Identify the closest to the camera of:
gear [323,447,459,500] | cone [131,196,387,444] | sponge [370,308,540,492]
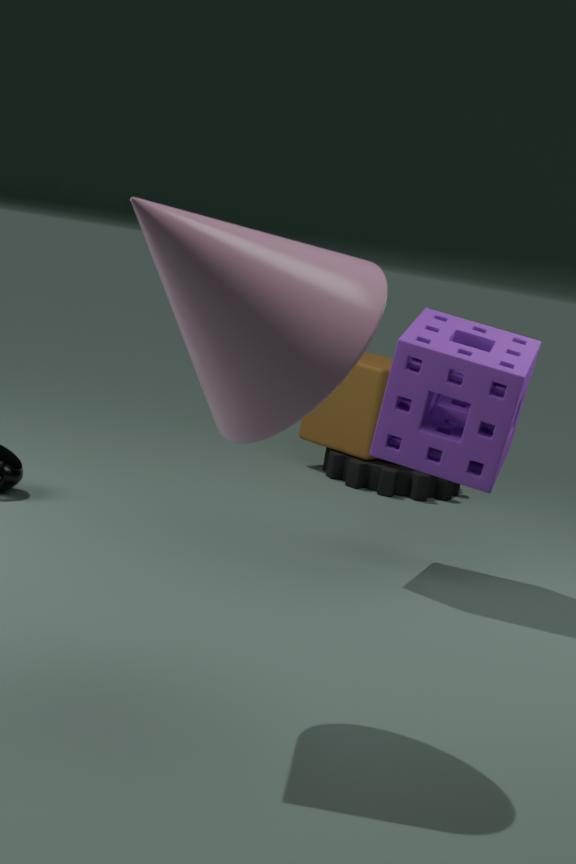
cone [131,196,387,444]
